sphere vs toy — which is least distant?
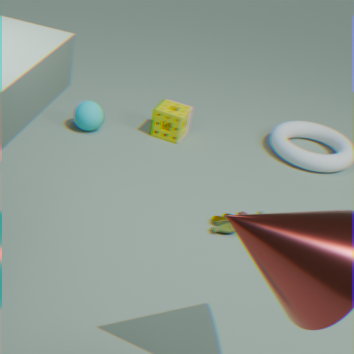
toy
